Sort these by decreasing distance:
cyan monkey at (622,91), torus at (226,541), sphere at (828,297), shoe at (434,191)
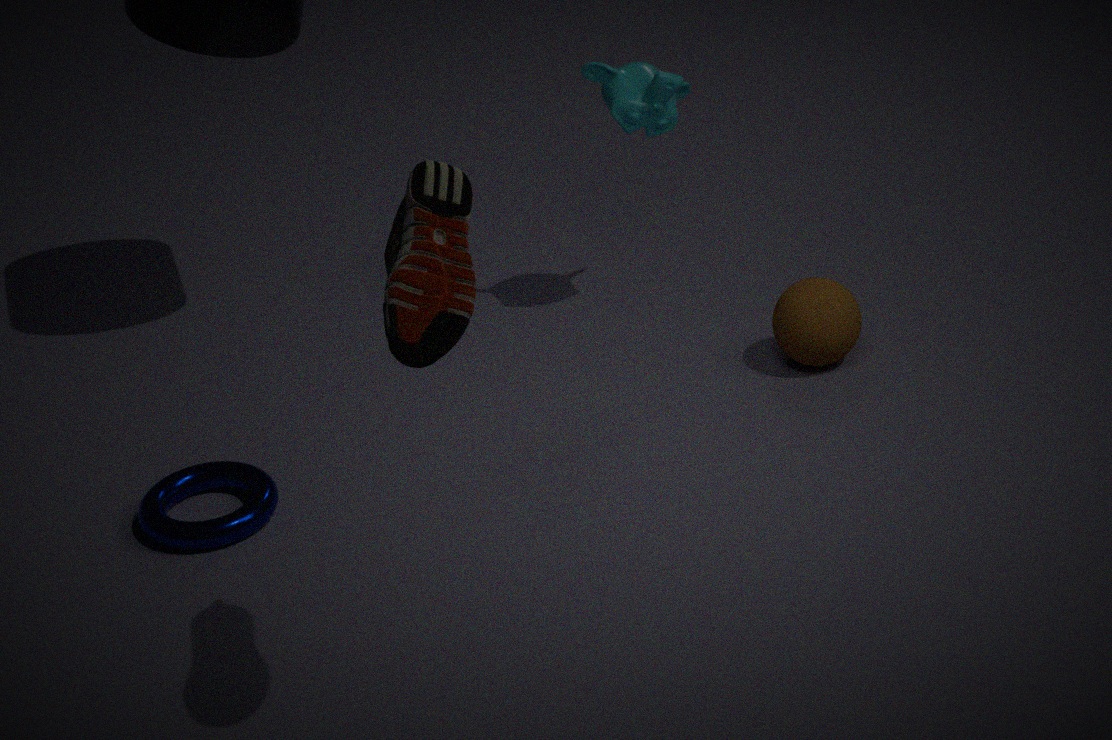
1. cyan monkey at (622,91)
2. sphere at (828,297)
3. torus at (226,541)
4. shoe at (434,191)
